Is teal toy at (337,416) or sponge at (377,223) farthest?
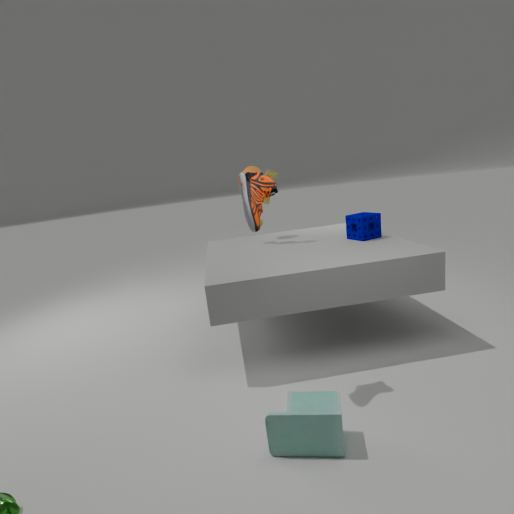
sponge at (377,223)
